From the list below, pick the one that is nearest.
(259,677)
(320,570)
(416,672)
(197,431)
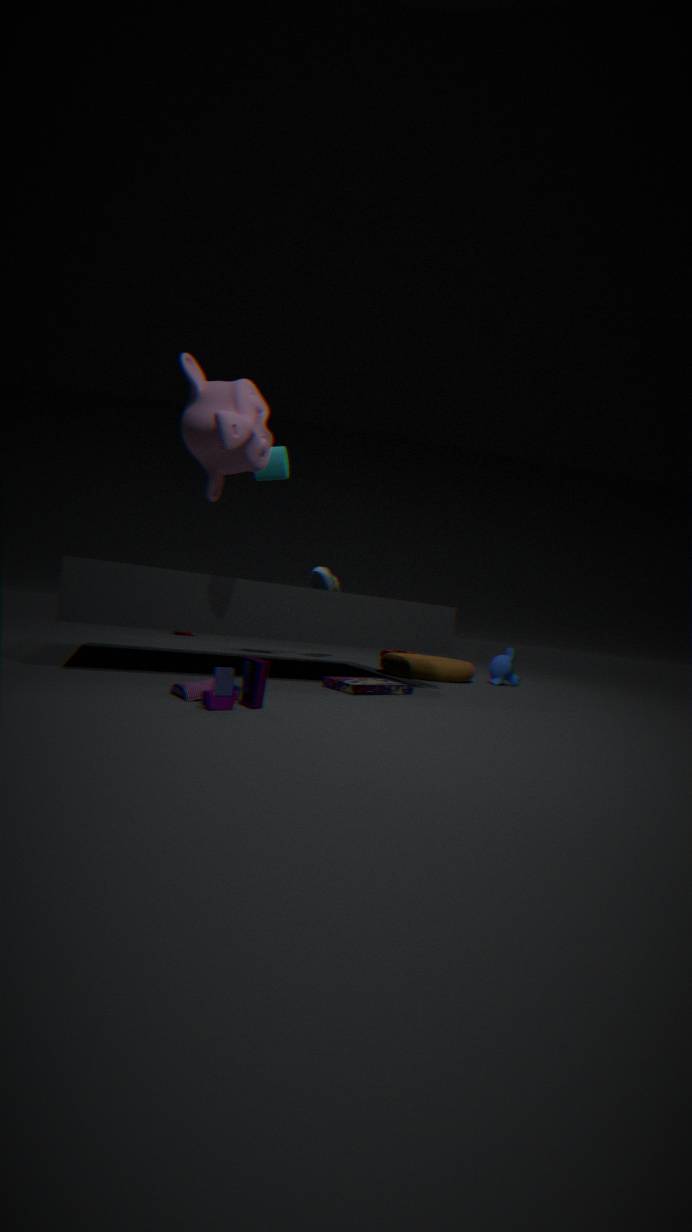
(259,677)
